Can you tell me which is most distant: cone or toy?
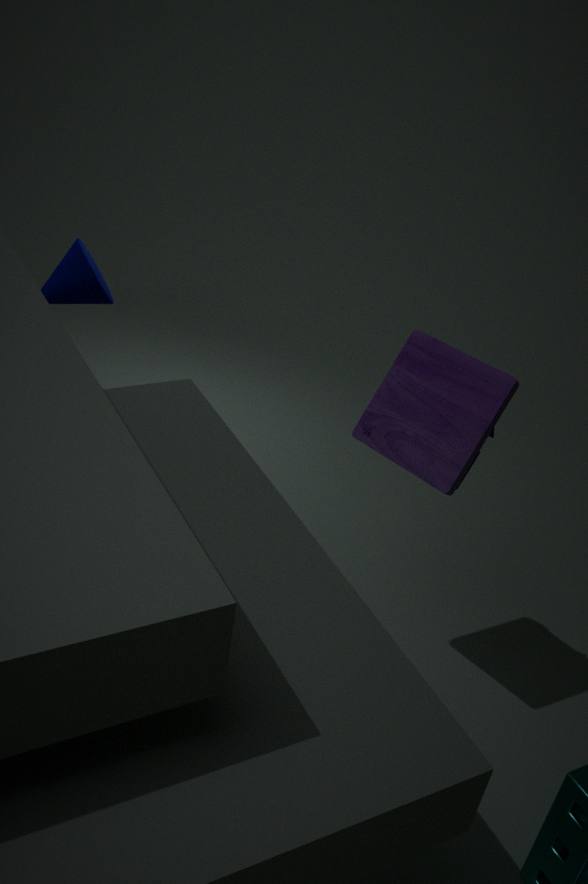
cone
